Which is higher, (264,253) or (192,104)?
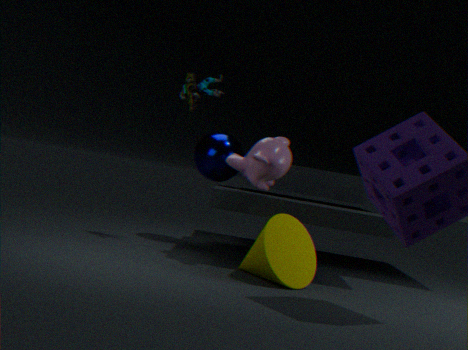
(192,104)
